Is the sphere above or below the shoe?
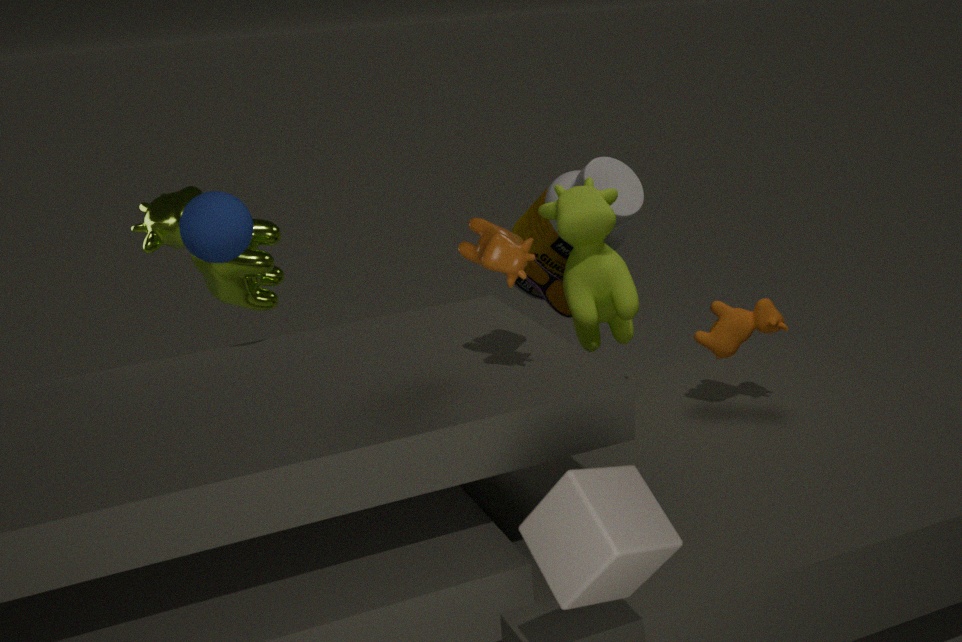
above
